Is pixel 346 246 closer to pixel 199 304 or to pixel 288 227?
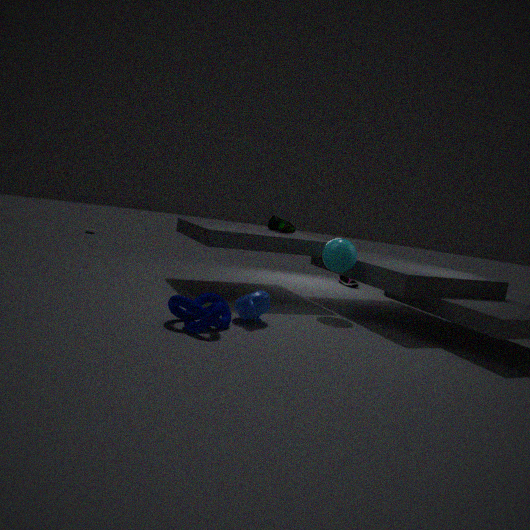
pixel 288 227
